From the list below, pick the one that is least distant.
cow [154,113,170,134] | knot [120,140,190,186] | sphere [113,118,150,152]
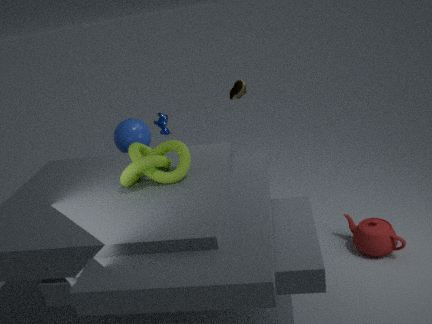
knot [120,140,190,186]
